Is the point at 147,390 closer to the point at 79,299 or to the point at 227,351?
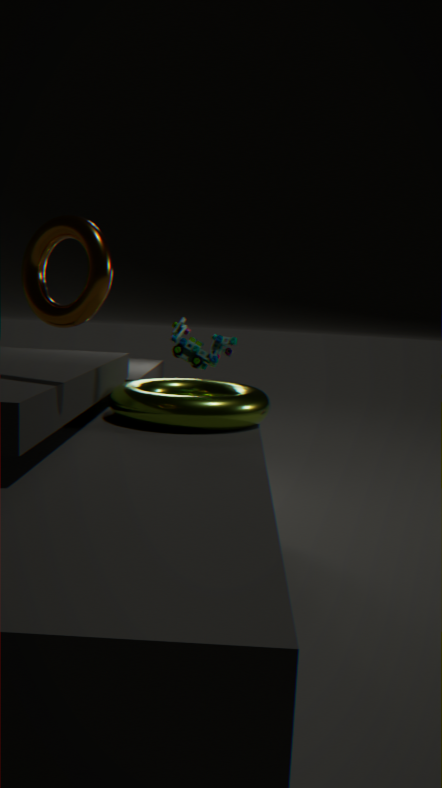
the point at 227,351
